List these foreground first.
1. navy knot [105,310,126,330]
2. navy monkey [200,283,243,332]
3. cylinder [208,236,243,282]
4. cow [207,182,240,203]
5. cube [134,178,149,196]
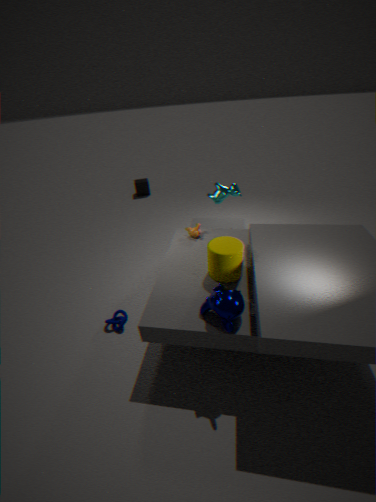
1. navy monkey [200,283,243,332]
2. cylinder [208,236,243,282]
3. navy knot [105,310,126,330]
4. cow [207,182,240,203]
5. cube [134,178,149,196]
